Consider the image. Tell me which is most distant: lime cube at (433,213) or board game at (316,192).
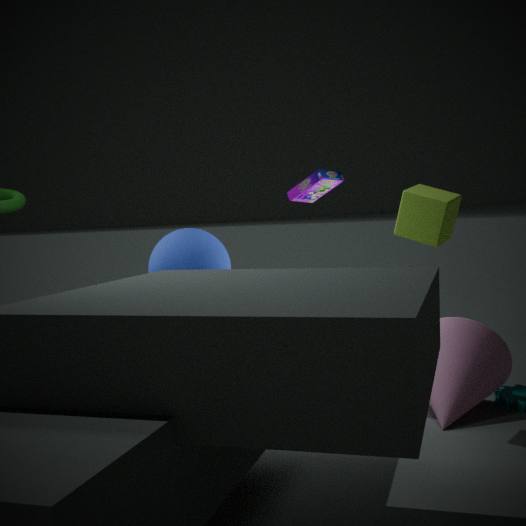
board game at (316,192)
